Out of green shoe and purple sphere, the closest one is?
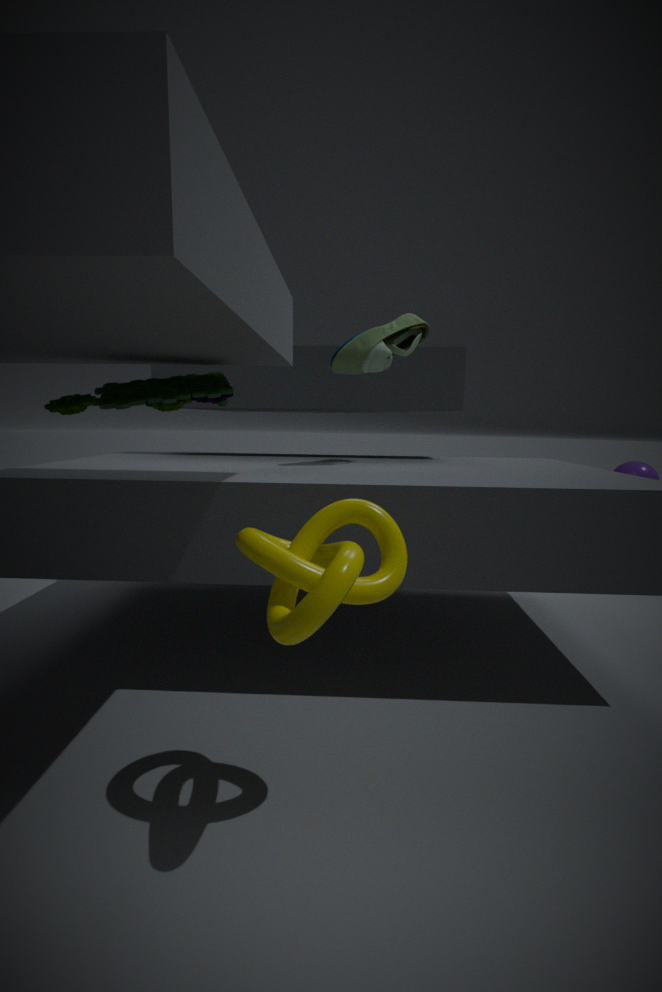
green shoe
